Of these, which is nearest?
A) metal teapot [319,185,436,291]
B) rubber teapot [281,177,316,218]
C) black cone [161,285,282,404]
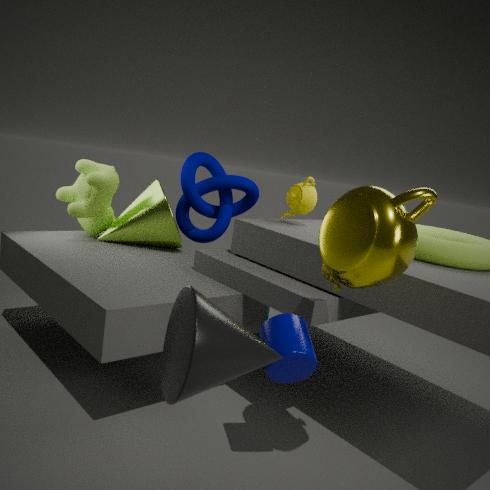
black cone [161,285,282,404]
